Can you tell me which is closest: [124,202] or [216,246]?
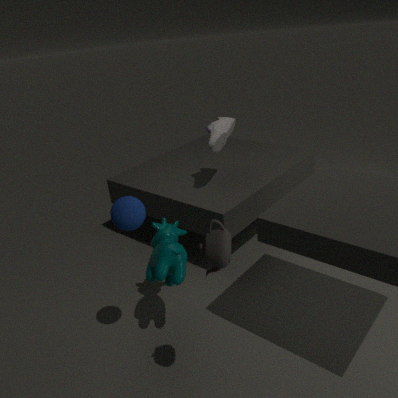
[216,246]
